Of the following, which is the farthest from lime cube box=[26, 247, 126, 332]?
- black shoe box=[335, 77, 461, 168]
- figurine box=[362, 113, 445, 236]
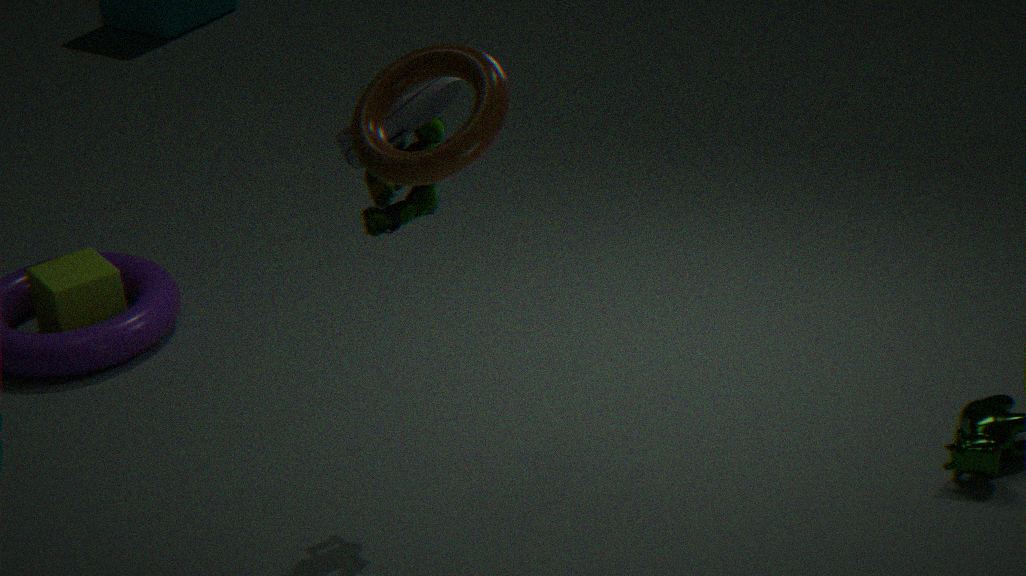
black shoe box=[335, 77, 461, 168]
